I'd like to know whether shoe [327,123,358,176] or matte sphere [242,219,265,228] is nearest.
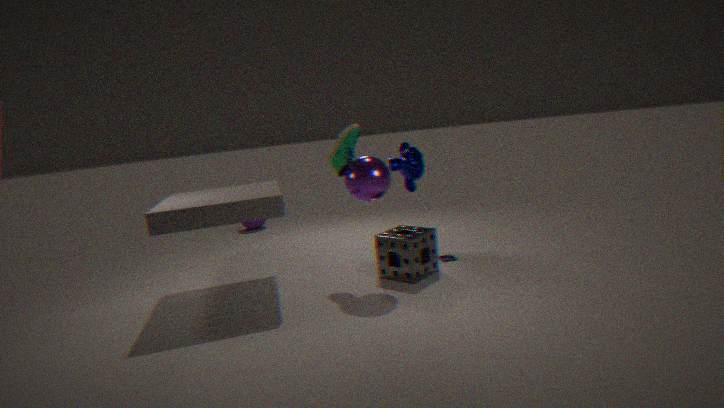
shoe [327,123,358,176]
